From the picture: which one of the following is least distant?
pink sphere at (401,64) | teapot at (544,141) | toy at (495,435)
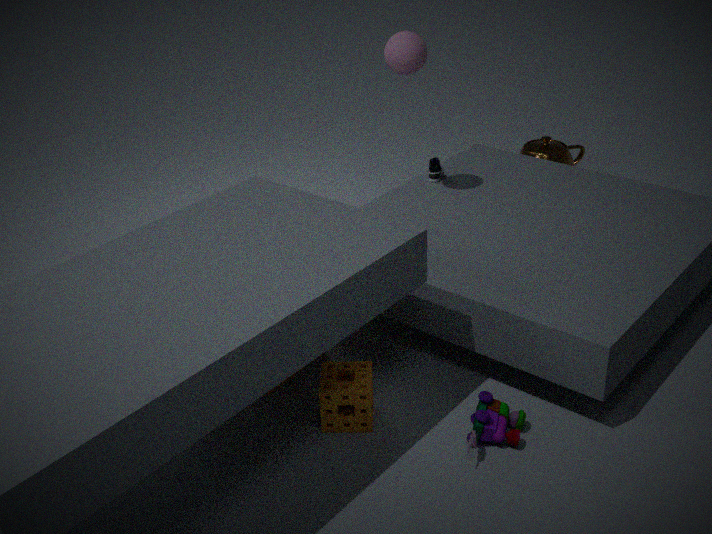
toy at (495,435)
